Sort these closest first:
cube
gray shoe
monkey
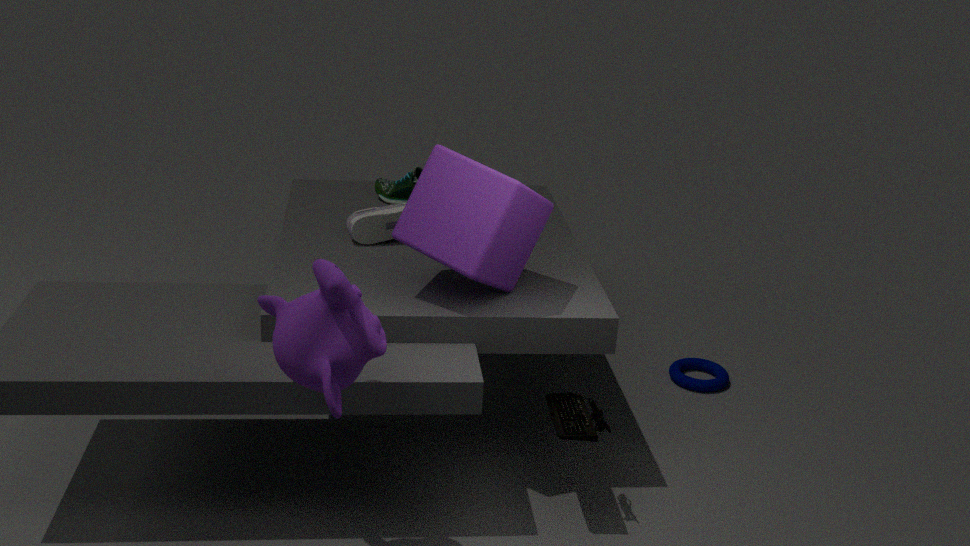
monkey → cube → gray shoe
